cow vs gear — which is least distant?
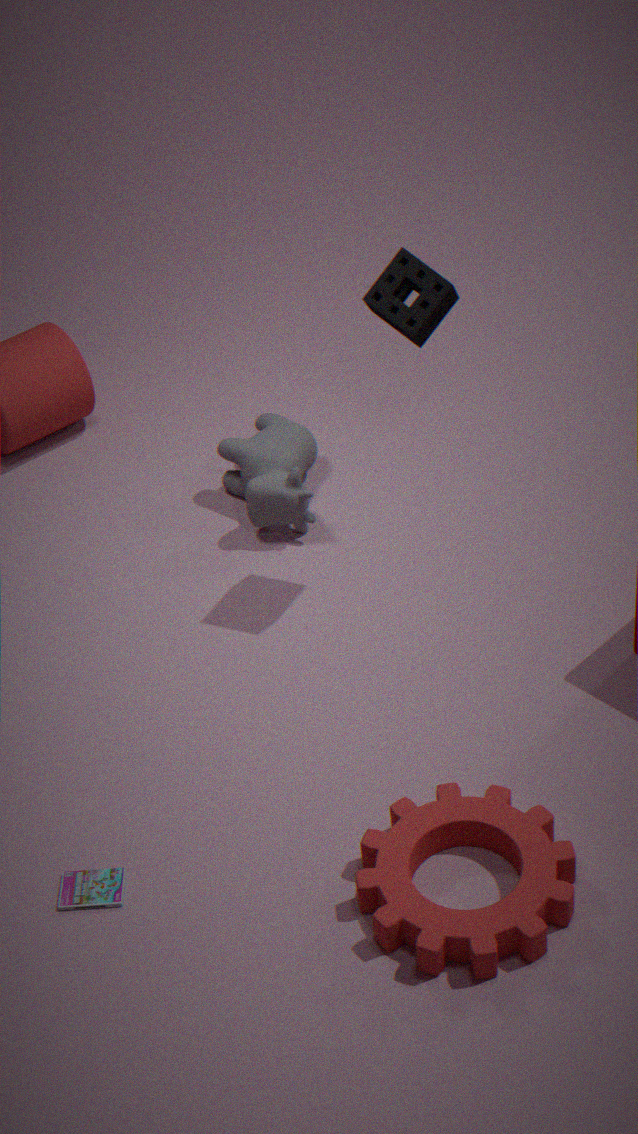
gear
